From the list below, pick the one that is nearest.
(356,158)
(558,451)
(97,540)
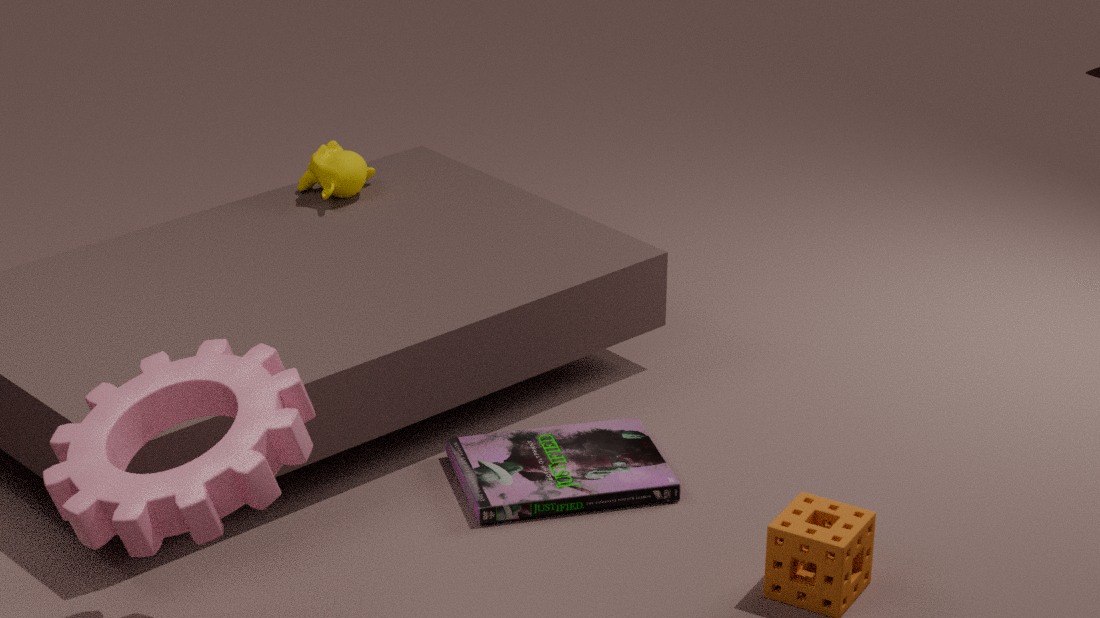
(97,540)
